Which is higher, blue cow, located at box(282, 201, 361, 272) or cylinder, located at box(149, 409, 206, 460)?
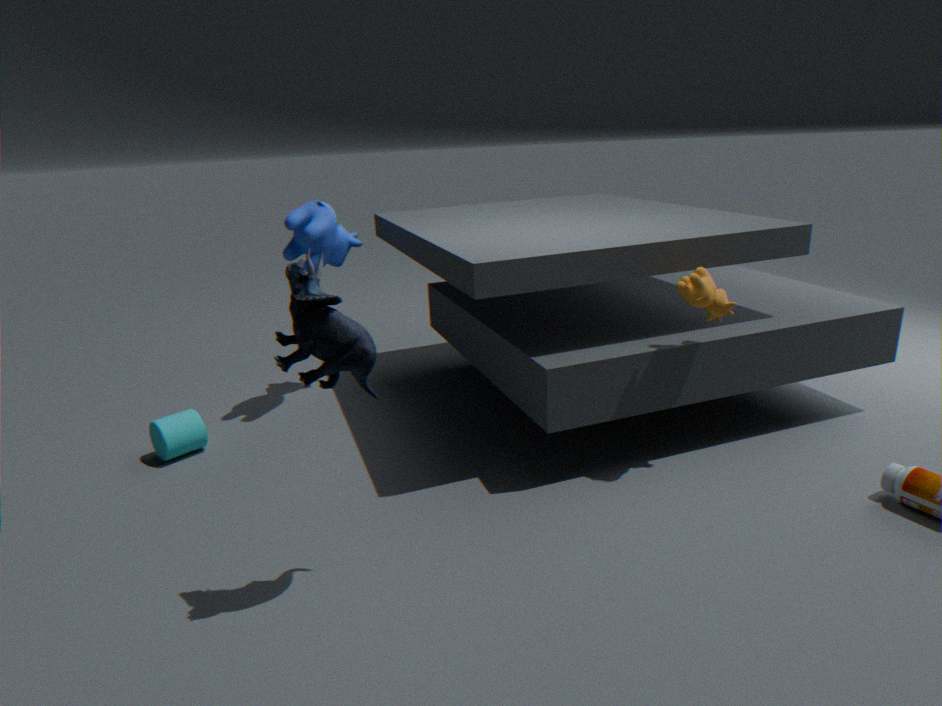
blue cow, located at box(282, 201, 361, 272)
